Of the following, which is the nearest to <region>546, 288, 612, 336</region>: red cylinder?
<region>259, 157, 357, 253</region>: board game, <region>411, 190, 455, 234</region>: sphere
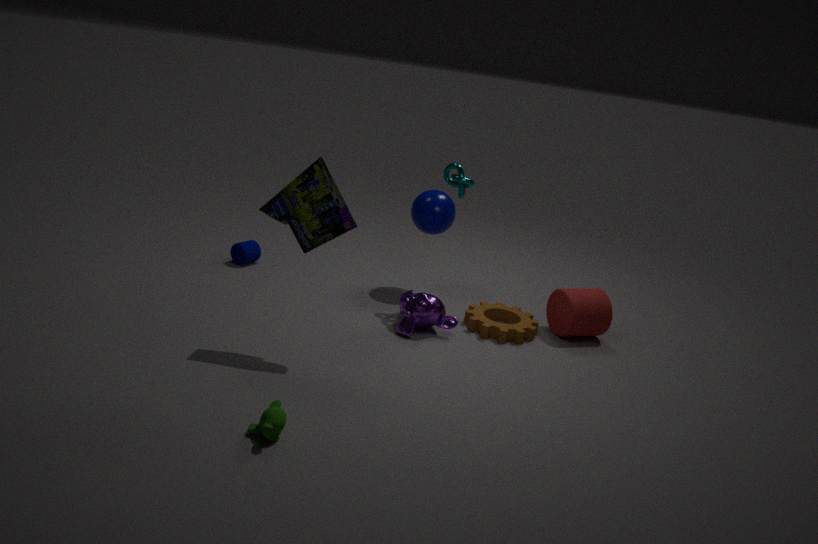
<region>411, 190, 455, 234</region>: sphere
